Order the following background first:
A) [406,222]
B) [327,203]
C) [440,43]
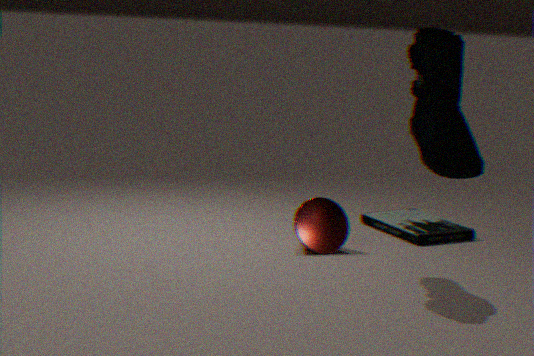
1. [406,222]
2. [327,203]
3. [440,43]
